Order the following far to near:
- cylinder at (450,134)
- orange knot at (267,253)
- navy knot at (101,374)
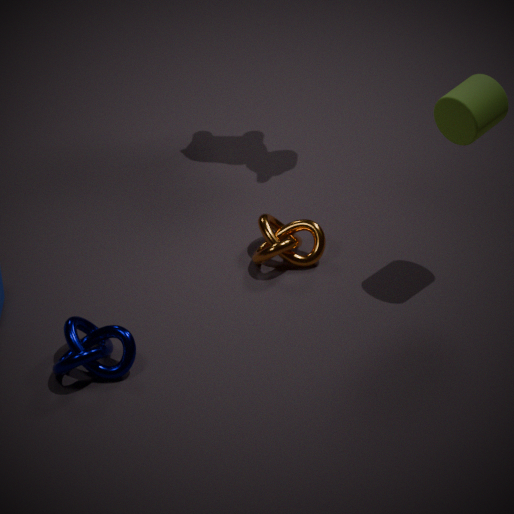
orange knot at (267,253)
cylinder at (450,134)
navy knot at (101,374)
